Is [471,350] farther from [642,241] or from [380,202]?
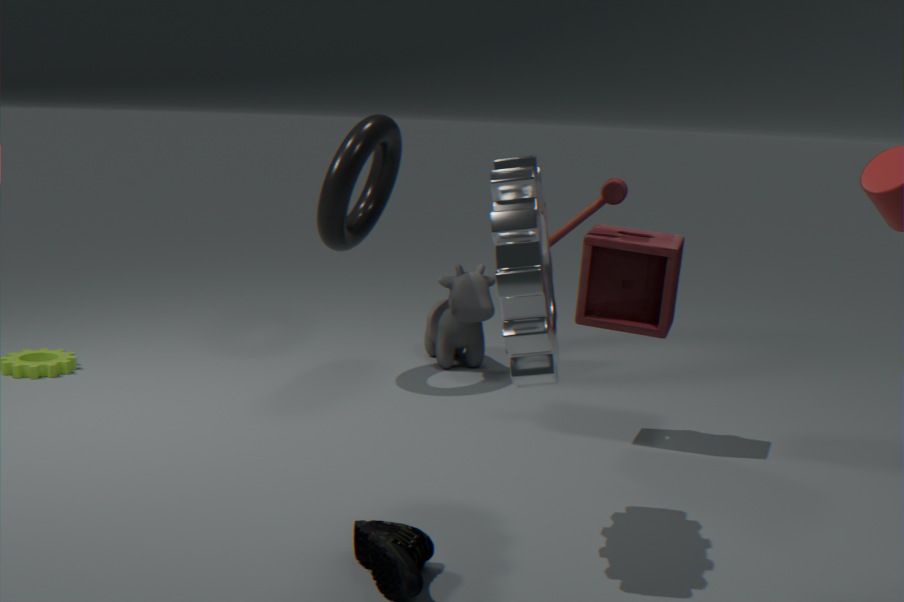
[642,241]
